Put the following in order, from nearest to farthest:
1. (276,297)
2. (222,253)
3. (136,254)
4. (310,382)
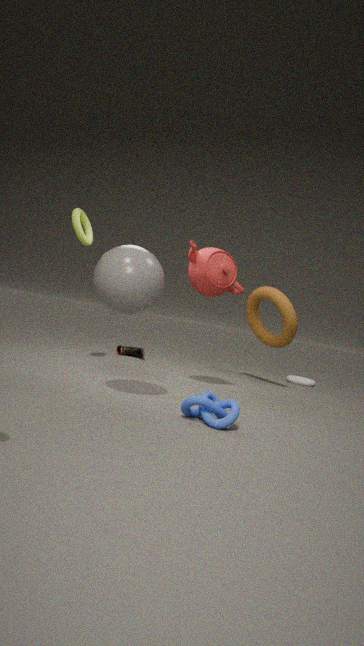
(136,254) < (222,253) < (276,297) < (310,382)
